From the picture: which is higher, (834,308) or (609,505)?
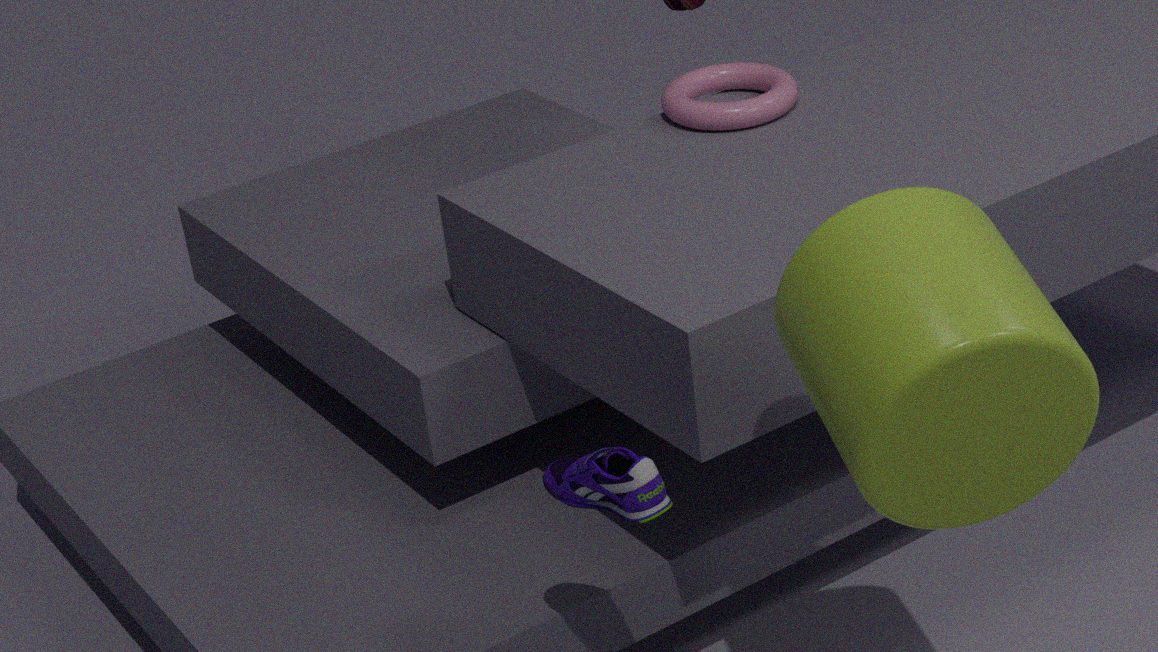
(834,308)
